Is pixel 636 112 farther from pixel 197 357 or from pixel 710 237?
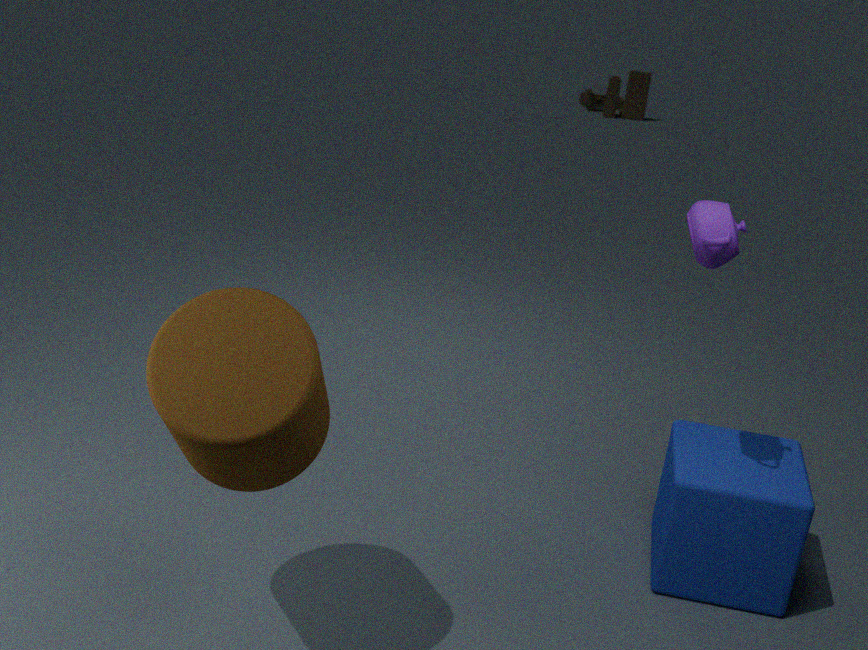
pixel 197 357
